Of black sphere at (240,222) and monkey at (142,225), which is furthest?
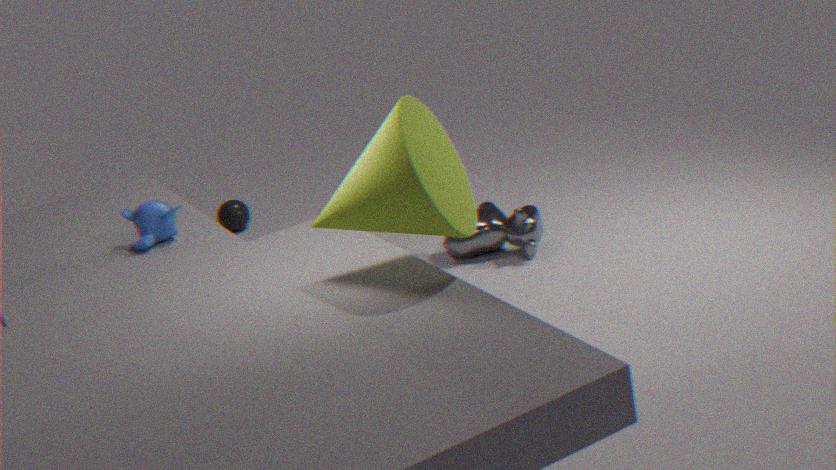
black sphere at (240,222)
